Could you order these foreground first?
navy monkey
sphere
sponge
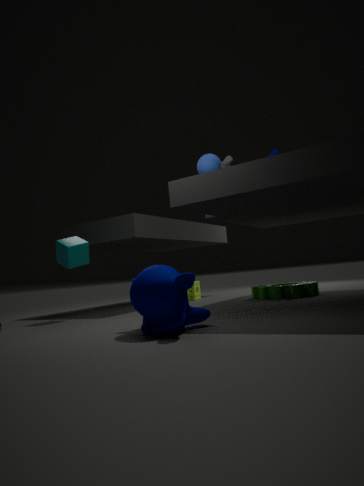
navy monkey → sphere → sponge
